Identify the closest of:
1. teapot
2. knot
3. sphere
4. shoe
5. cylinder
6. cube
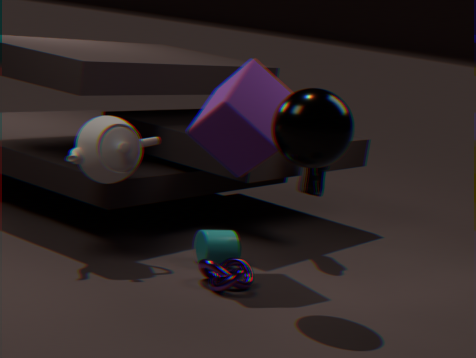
sphere
